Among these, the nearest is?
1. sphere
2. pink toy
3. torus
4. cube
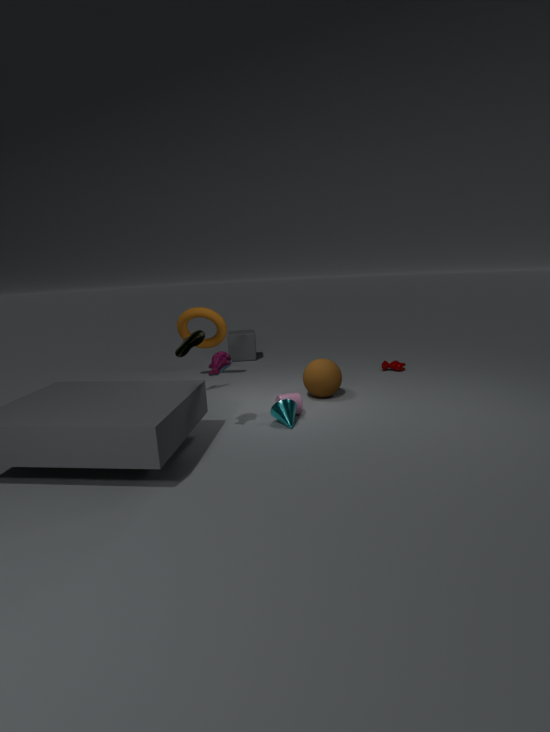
pink toy
